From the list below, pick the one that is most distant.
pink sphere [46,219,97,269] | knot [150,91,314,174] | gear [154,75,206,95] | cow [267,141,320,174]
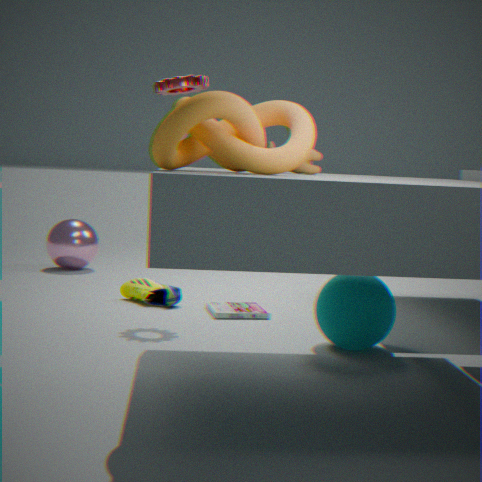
pink sphere [46,219,97,269]
